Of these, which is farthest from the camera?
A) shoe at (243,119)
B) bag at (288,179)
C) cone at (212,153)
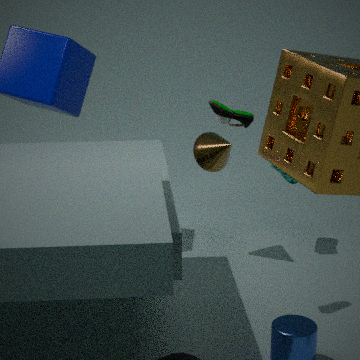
bag at (288,179)
